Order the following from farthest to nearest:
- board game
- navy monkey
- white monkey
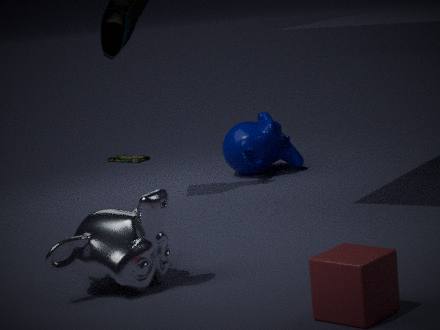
board game < navy monkey < white monkey
